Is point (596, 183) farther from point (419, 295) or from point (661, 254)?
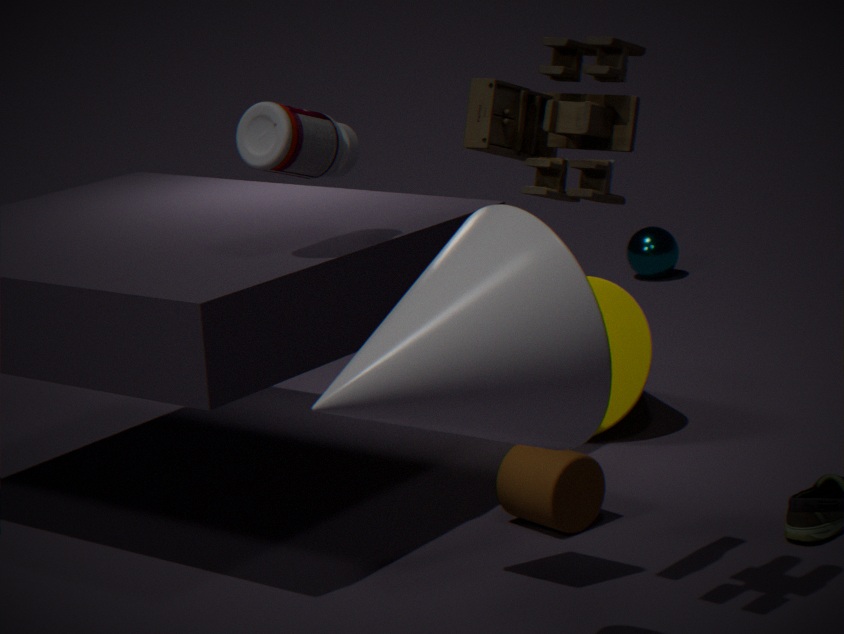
point (661, 254)
